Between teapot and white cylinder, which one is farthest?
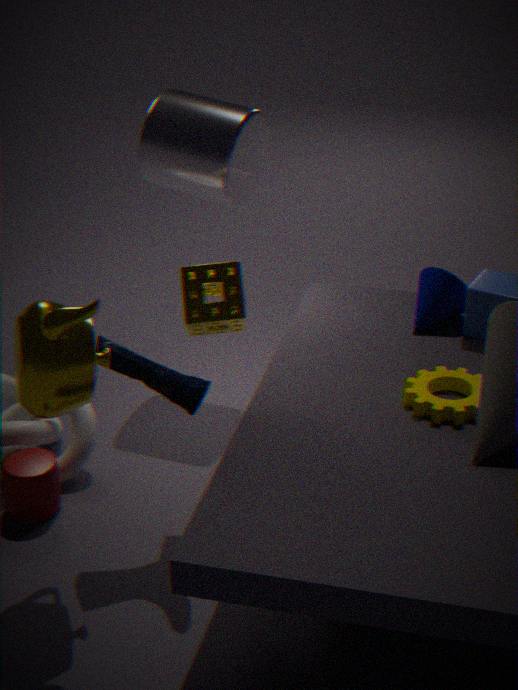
white cylinder
